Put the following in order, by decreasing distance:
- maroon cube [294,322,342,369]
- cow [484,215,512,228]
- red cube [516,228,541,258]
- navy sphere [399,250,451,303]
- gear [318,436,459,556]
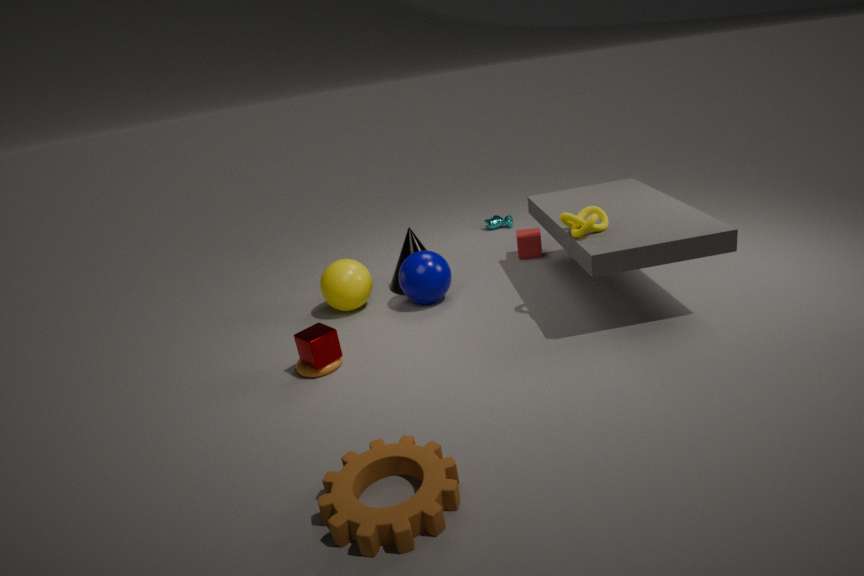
cow [484,215,512,228], red cube [516,228,541,258], navy sphere [399,250,451,303], maroon cube [294,322,342,369], gear [318,436,459,556]
